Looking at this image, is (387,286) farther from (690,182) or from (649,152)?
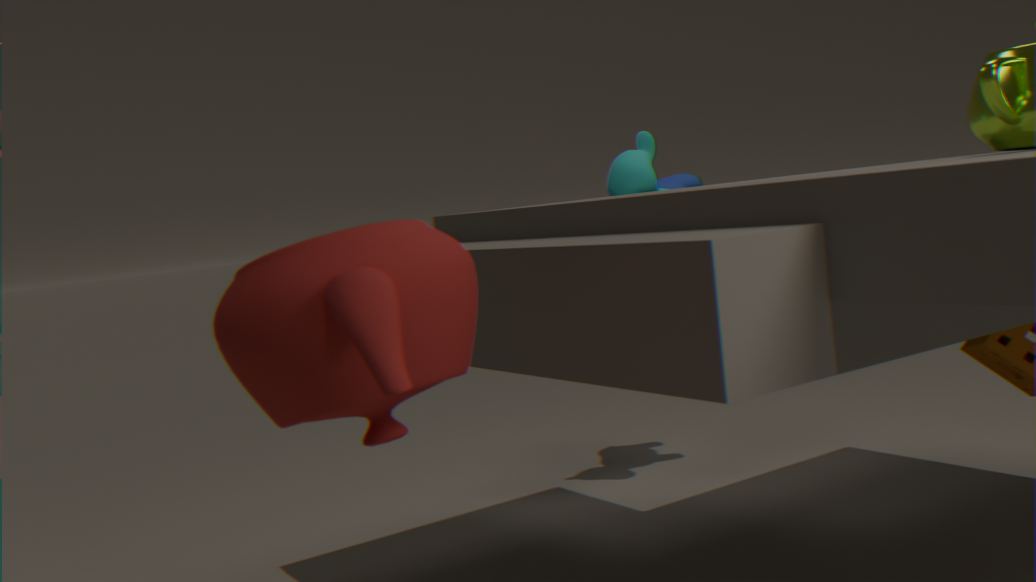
(690,182)
